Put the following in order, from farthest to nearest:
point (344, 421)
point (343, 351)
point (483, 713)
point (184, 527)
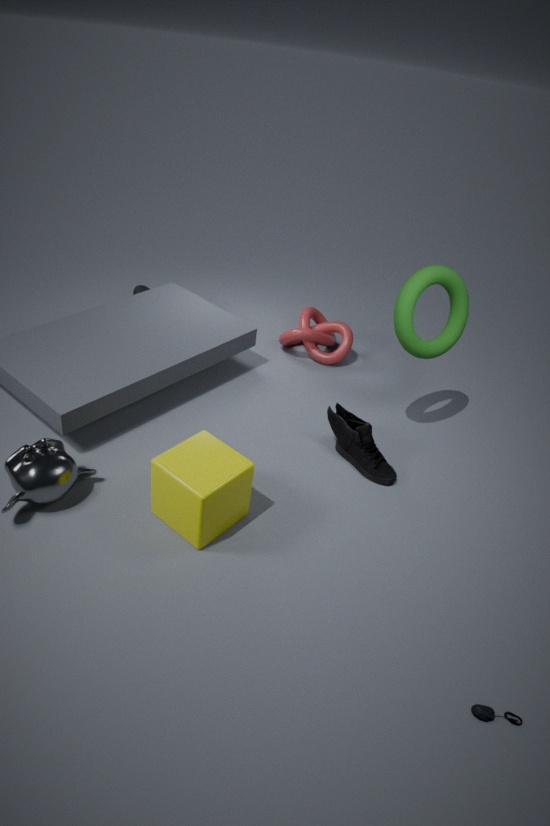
point (343, 351)
point (344, 421)
point (184, 527)
point (483, 713)
